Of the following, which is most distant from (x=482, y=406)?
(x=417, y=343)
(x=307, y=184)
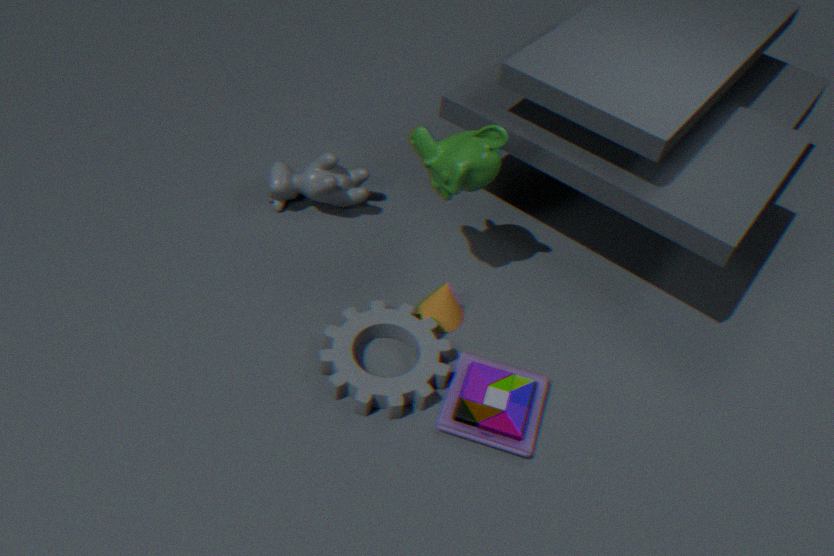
(x=307, y=184)
